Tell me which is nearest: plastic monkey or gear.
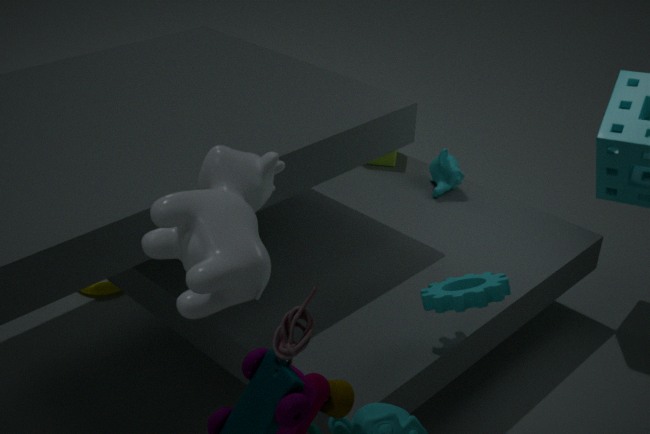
gear
